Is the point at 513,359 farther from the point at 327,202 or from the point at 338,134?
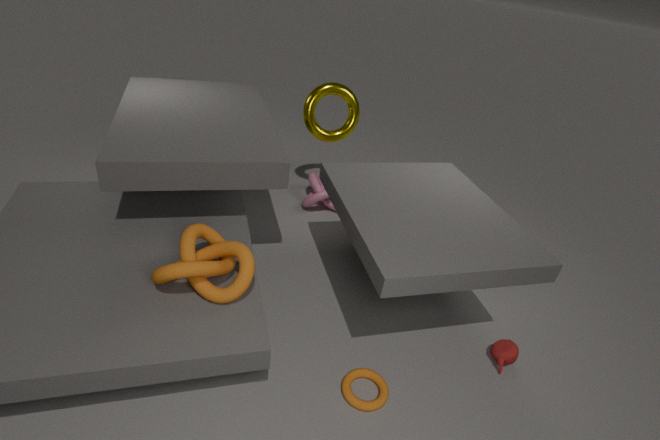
the point at 338,134
